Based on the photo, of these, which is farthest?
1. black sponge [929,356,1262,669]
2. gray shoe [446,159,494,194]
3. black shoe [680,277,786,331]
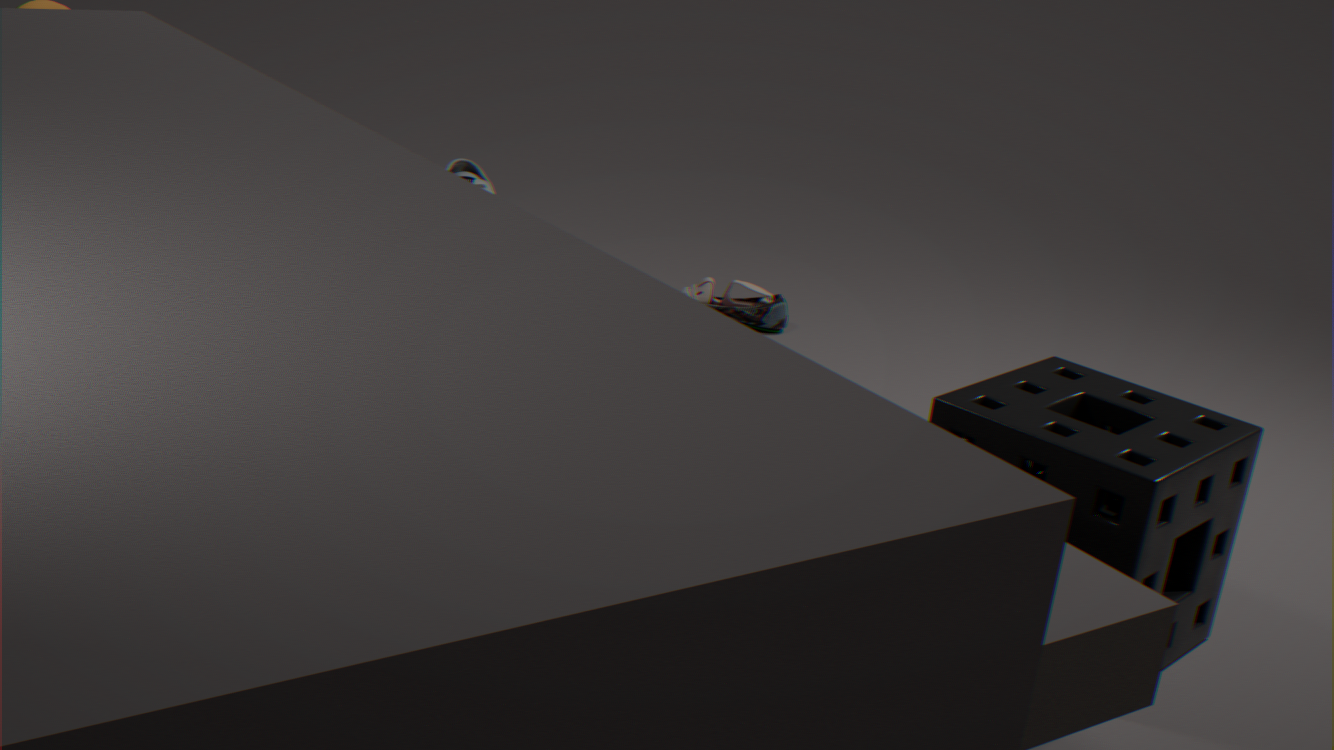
gray shoe [446,159,494,194]
